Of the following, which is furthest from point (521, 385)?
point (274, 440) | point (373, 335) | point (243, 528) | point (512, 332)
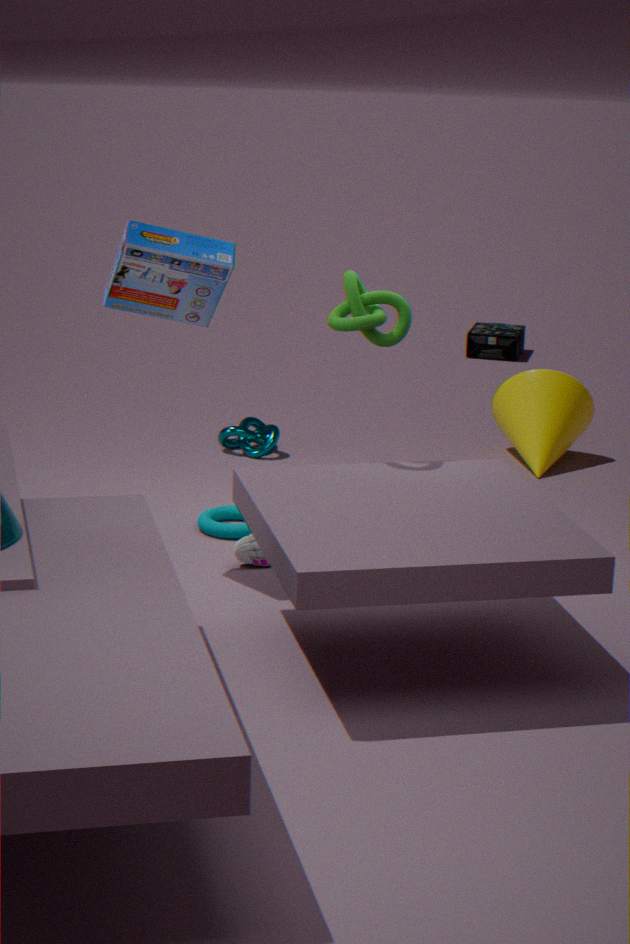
point (512, 332)
